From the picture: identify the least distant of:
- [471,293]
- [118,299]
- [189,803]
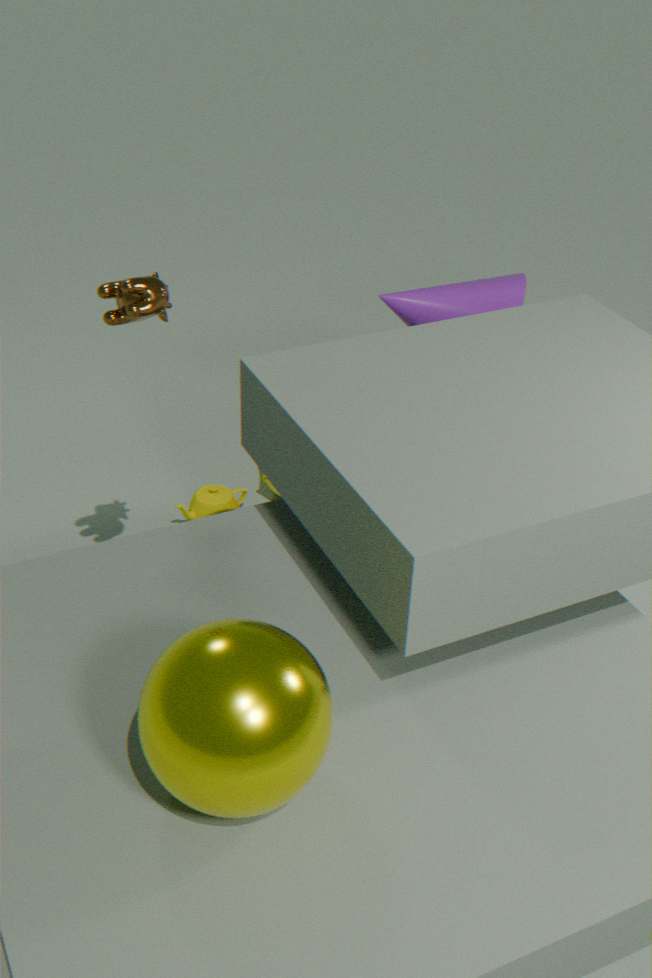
[189,803]
